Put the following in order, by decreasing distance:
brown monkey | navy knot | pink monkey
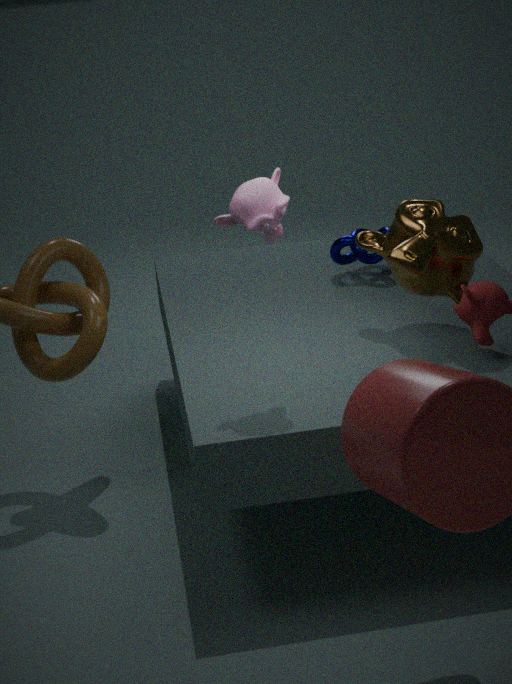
navy knot < brown monkey < pink monkey
